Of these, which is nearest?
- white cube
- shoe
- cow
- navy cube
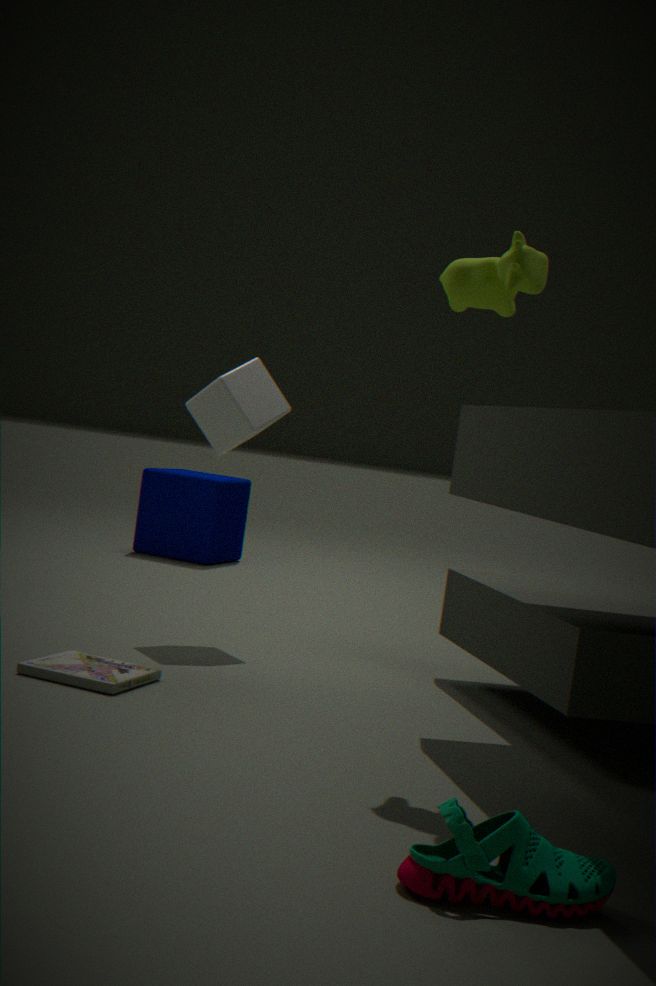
shoe
